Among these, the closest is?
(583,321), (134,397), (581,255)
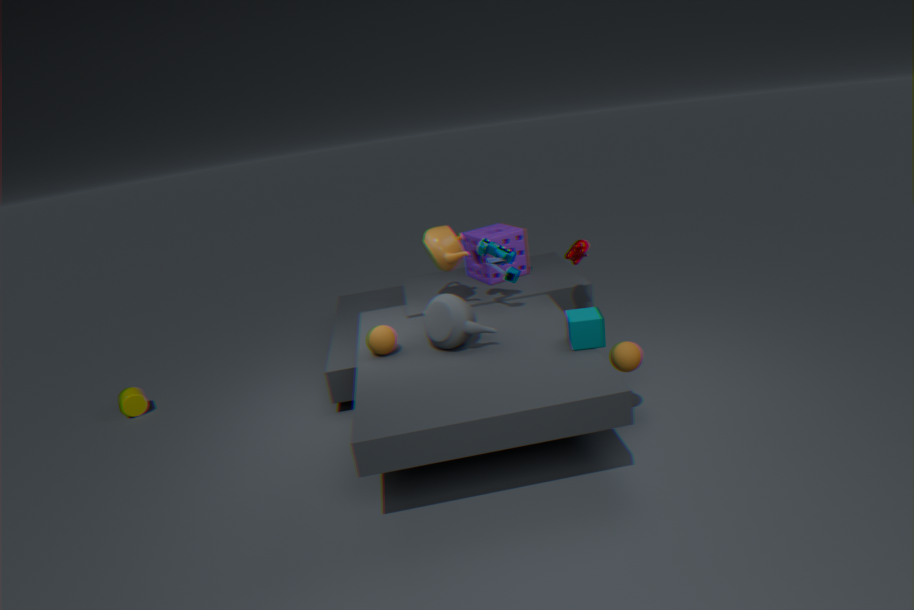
(583,321)
